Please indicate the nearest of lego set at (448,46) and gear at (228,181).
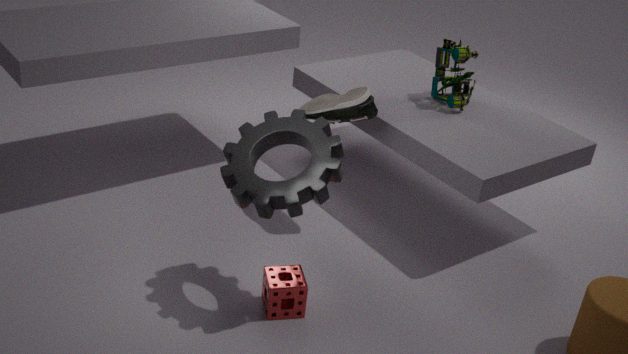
gear at (228,181)
